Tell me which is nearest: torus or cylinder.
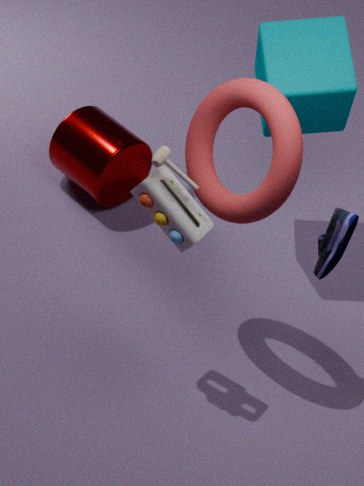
torus
